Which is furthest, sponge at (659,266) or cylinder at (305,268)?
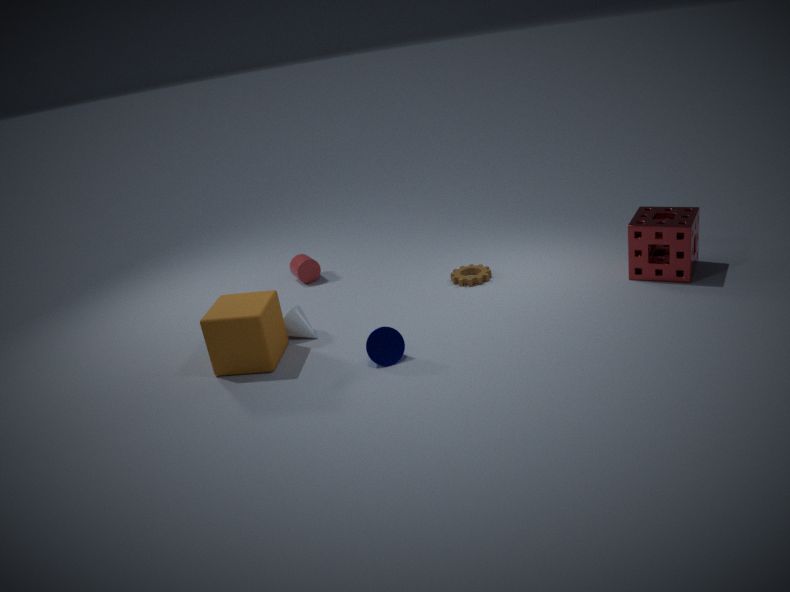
cylinder at (305,268)
